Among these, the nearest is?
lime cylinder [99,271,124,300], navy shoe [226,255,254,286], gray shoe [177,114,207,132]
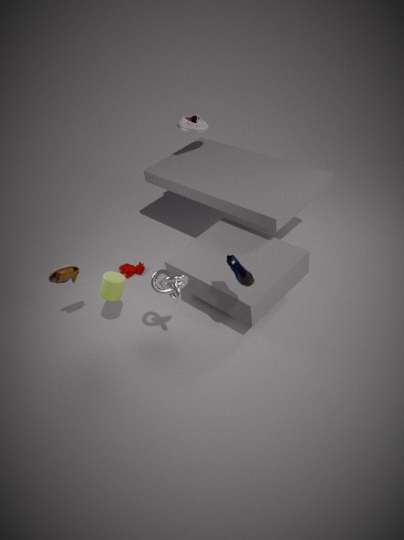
navy shoe [226,255,254,286]
